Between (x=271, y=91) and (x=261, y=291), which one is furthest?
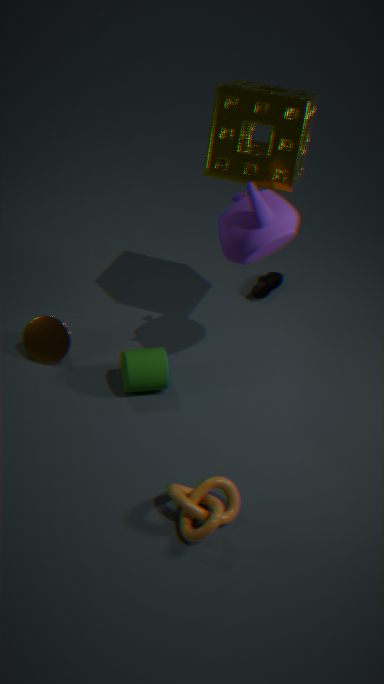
(x=261, y=291)
